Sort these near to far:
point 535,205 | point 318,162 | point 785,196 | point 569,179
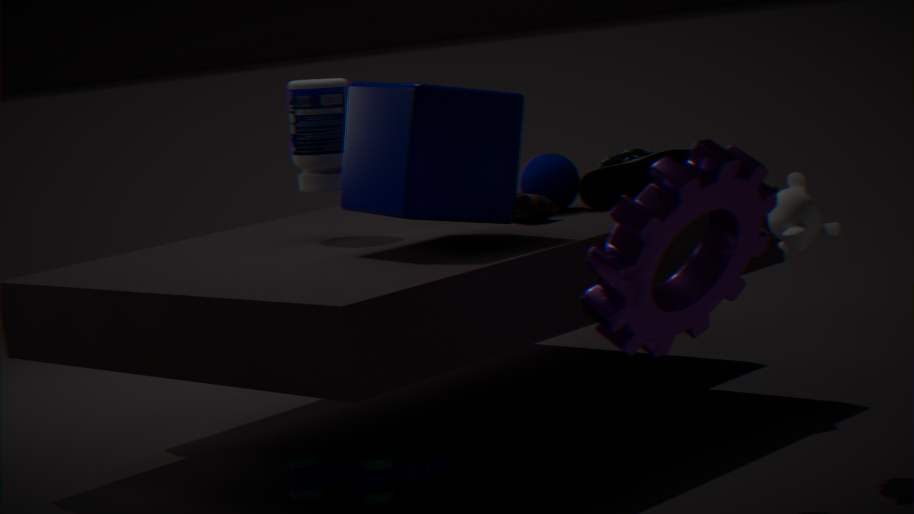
1. point 785,196
2. point 535,205
3. point 318,162
4. point 569,179
